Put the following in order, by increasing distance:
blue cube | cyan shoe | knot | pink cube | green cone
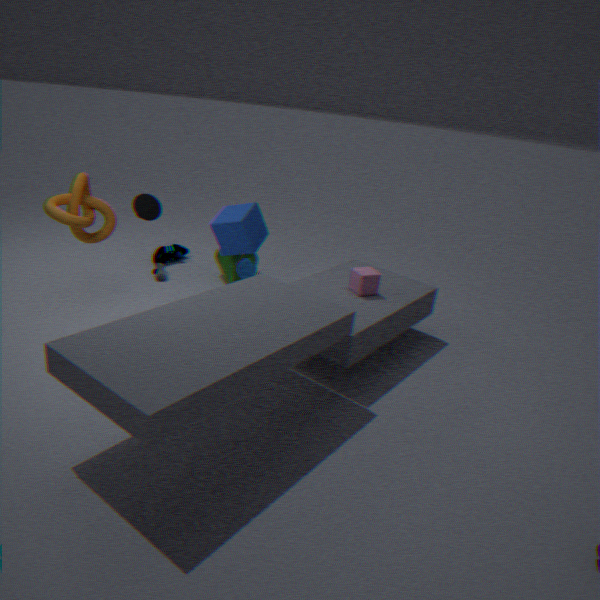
1. knot
2. pink cube
3. blue cube
4. green cone
5. cyan shoe
